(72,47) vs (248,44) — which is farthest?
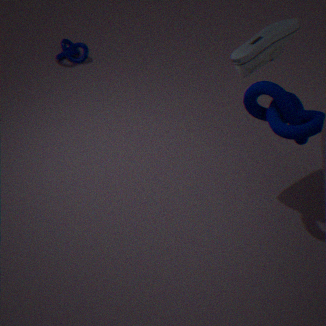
(72,47)
